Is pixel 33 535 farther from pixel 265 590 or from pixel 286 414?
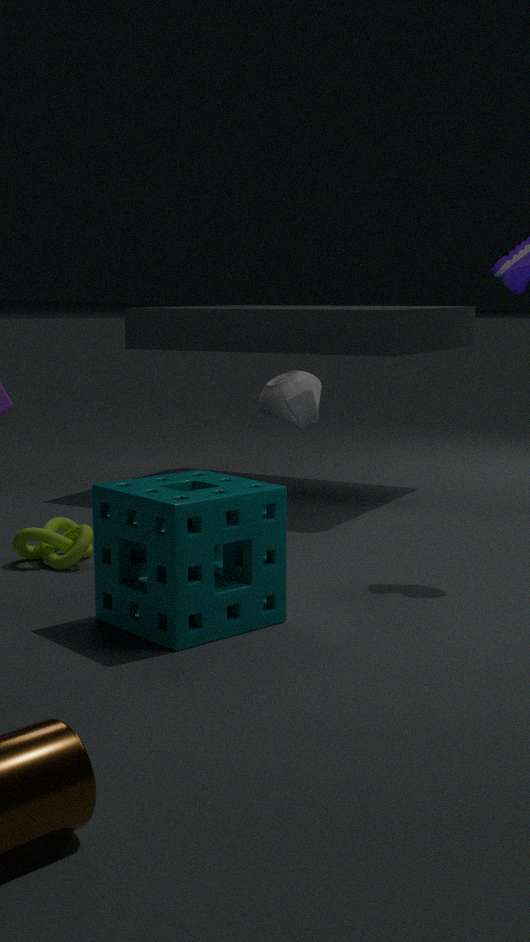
pixel 286 414
